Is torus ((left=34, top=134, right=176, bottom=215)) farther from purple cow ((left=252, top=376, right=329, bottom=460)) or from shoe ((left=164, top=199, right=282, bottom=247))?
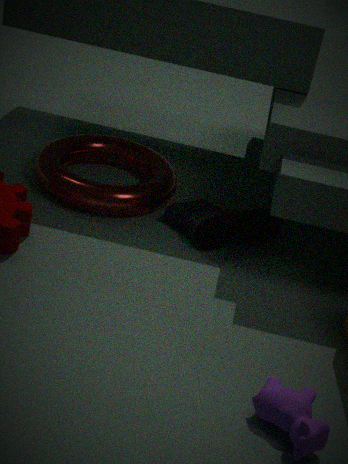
purple cow ((left=252, top=376, right=329, bottom=460))
